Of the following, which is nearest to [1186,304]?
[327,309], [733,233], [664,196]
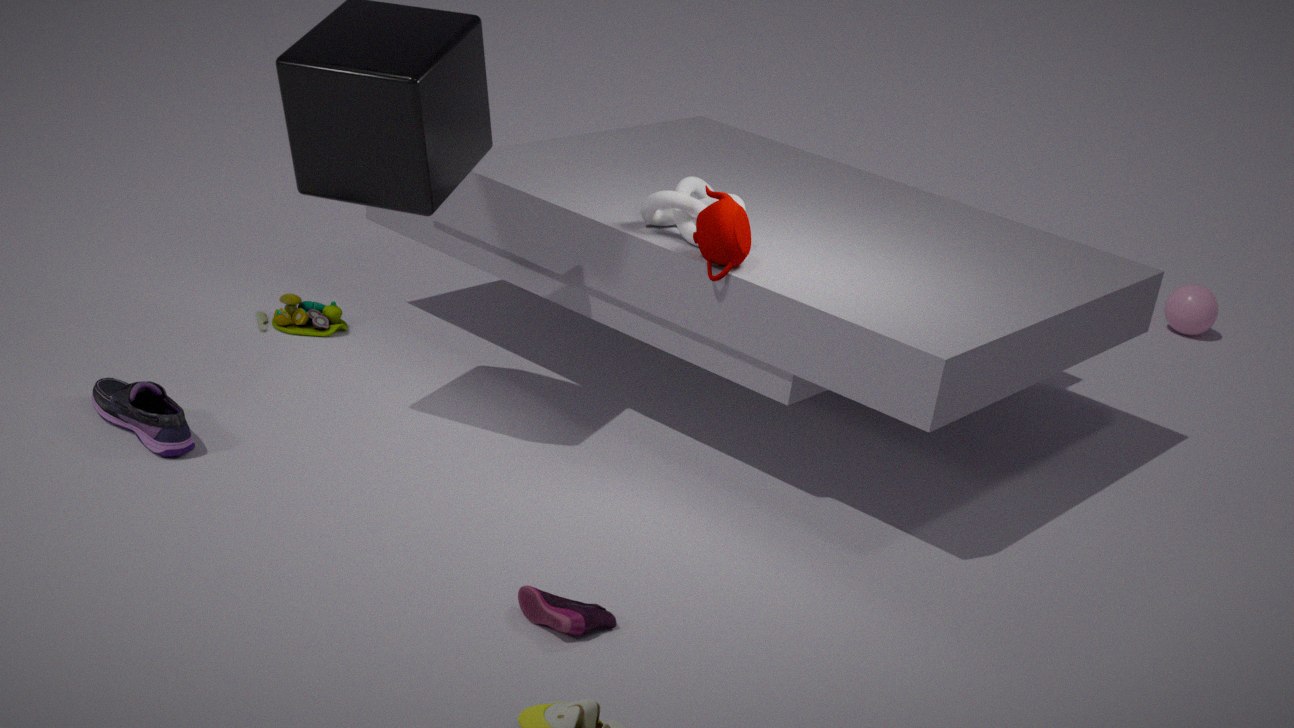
[664,196]
